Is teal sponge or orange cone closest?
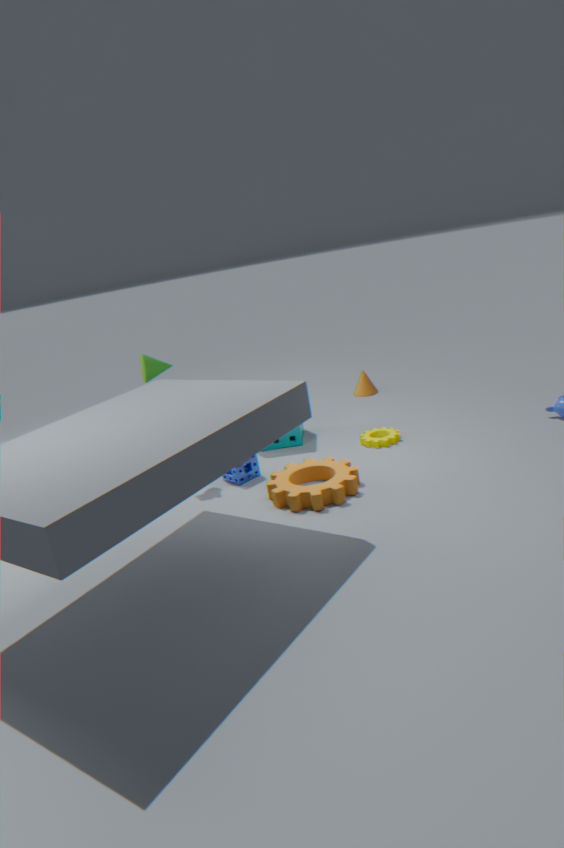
teal sponge
